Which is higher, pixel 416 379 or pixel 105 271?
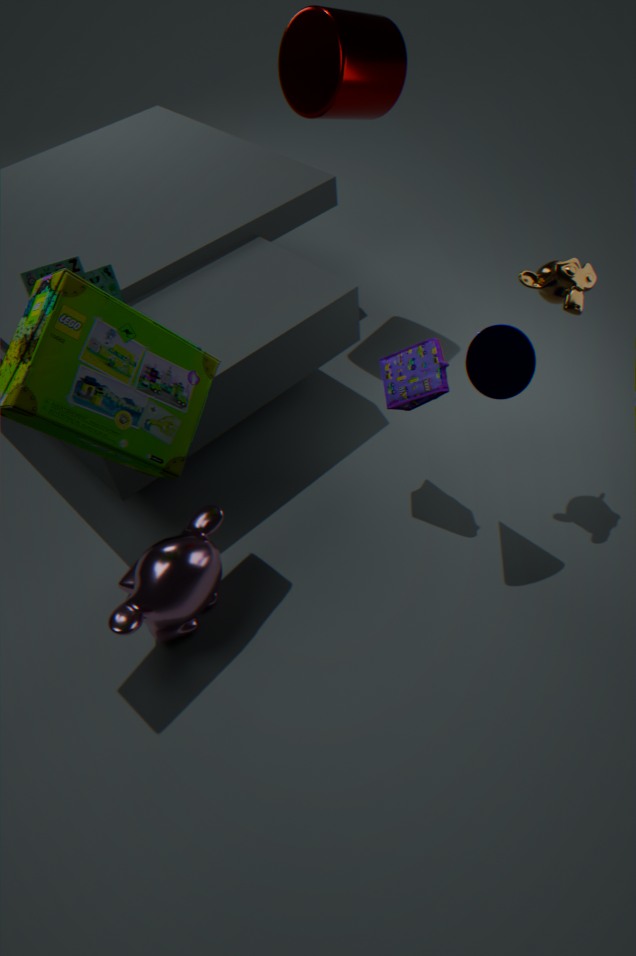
pixel 105 271
